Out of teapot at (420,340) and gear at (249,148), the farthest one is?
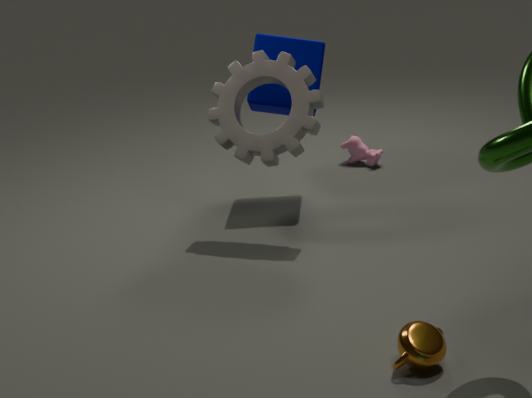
gear at (249,148)
